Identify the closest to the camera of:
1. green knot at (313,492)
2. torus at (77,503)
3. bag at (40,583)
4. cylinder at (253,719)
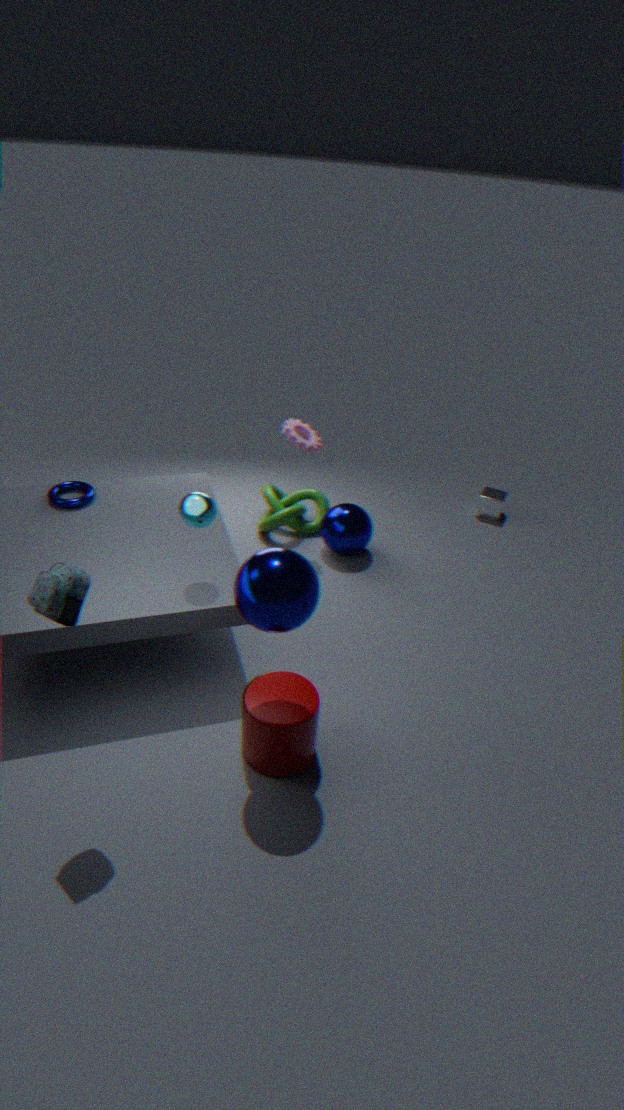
bag at (40,583)
